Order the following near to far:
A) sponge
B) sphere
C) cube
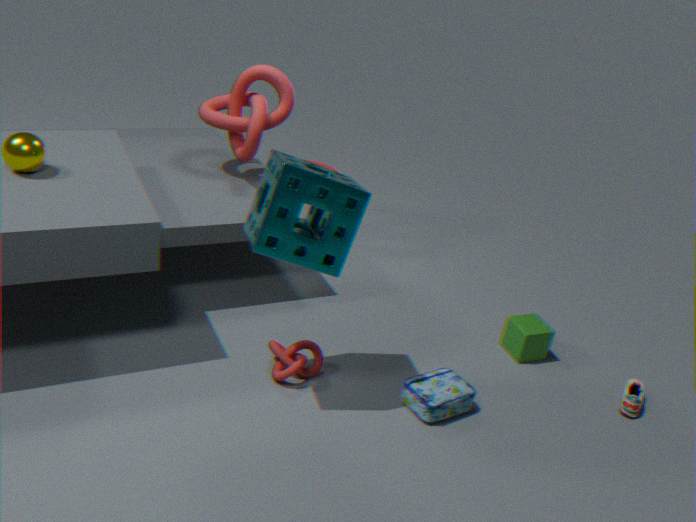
sponge
sphere
cube
